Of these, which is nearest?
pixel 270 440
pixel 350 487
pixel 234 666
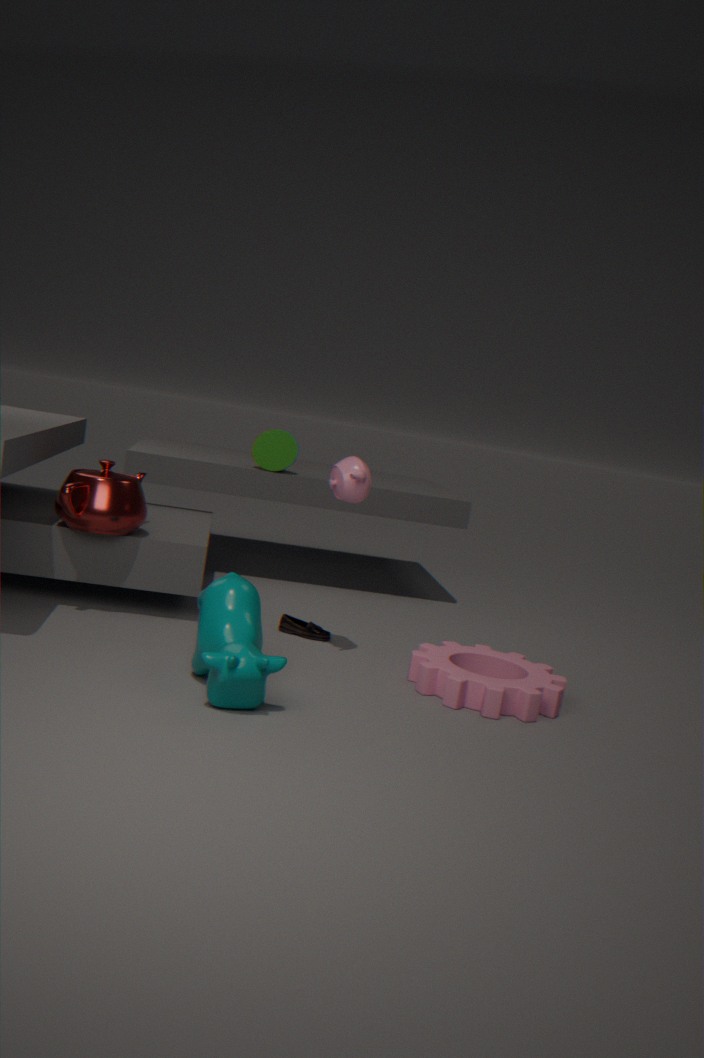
pixel 234 666
